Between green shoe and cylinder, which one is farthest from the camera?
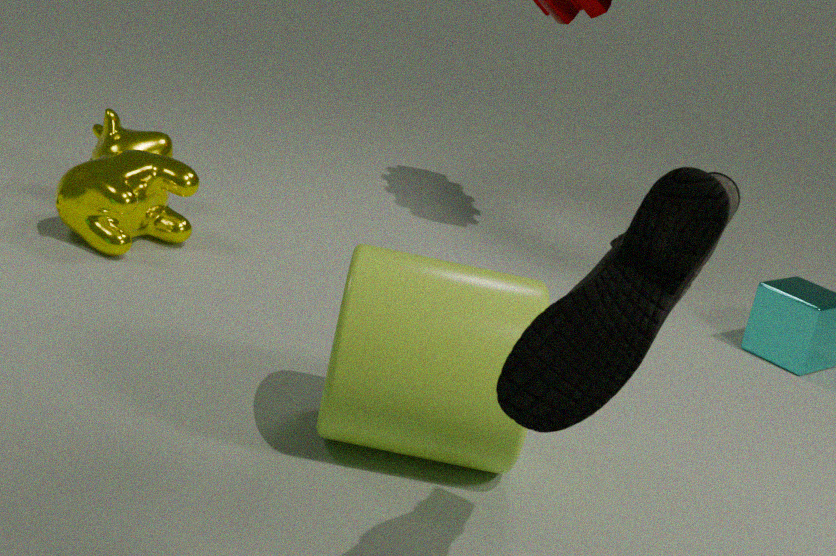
cylinder
